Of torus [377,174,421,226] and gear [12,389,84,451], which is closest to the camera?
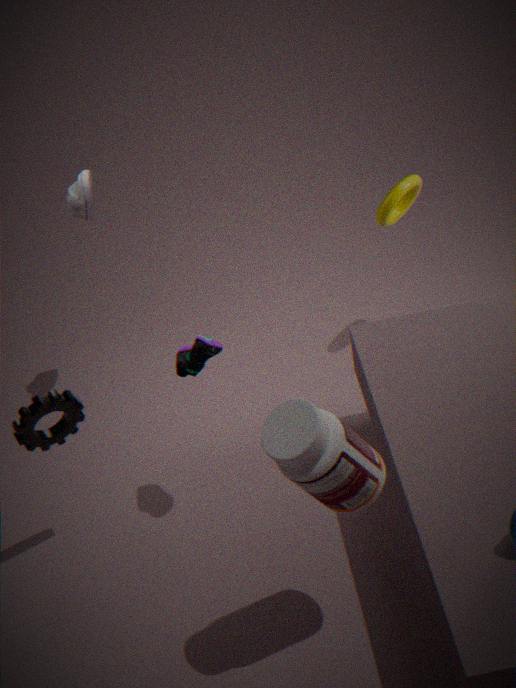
gear [12,389,84,451]
